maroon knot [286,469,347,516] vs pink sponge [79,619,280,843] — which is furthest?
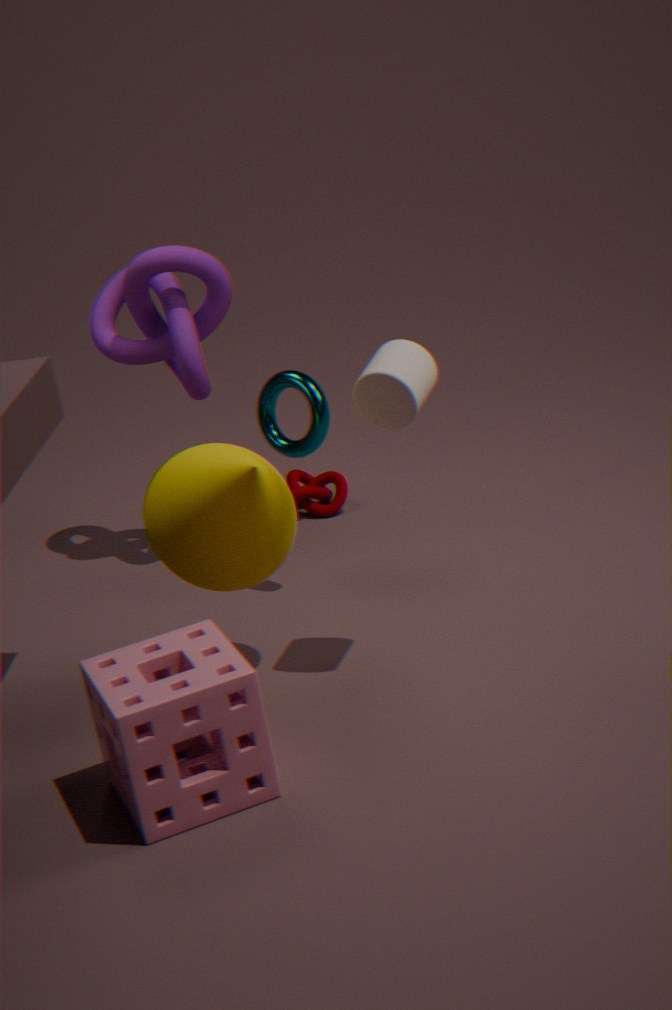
maroon knot [286,469,347,516]
